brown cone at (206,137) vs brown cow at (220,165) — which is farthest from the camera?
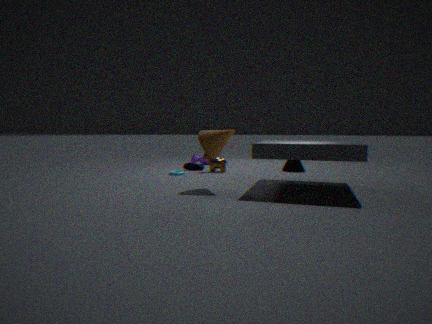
brown cow at (220,165)
